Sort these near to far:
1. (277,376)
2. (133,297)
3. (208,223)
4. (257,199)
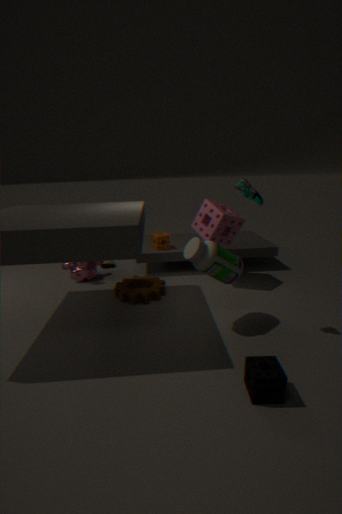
(277,376) → (257,199) → (133,297) → (208,223)
